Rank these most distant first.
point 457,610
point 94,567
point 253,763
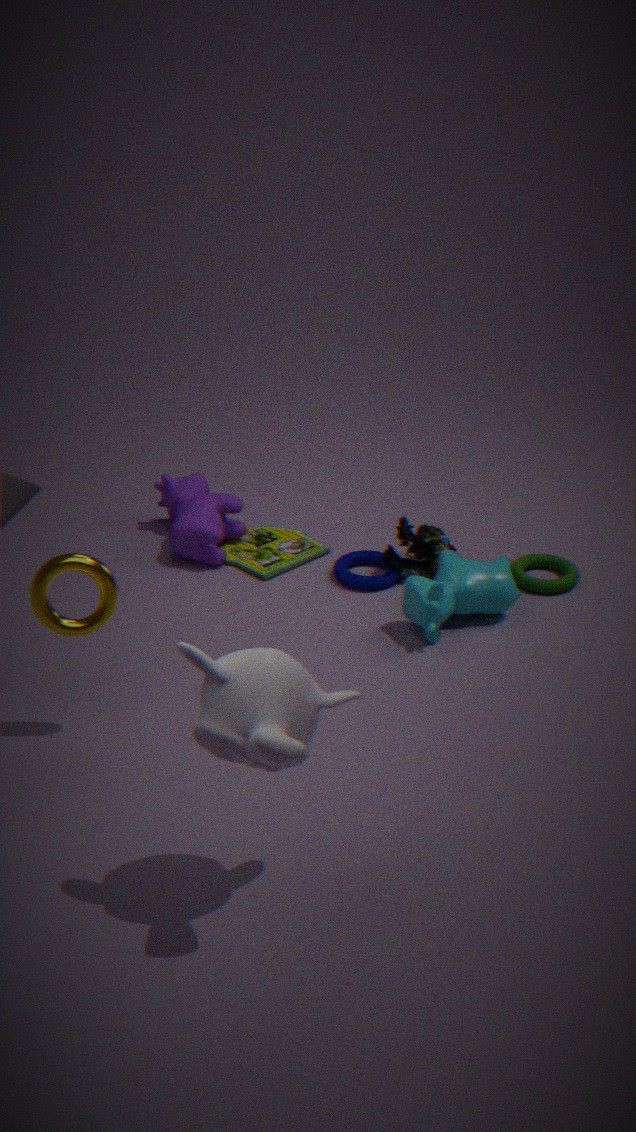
point 457,610, point 94,567, point 253,763
